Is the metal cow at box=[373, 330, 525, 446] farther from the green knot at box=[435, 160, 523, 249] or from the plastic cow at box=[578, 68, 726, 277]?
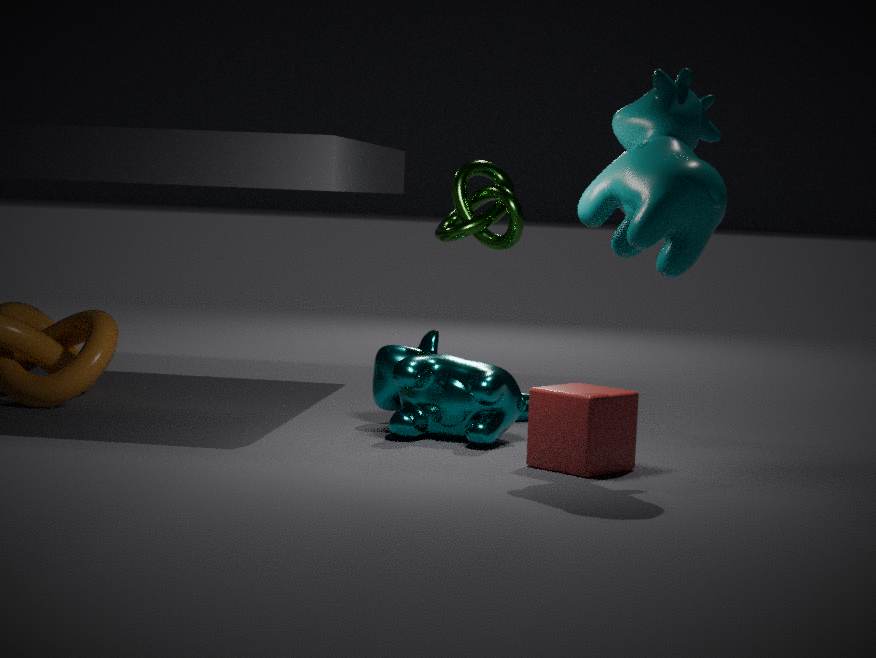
the plastic cow at box=[578, 68, 726, 277]
